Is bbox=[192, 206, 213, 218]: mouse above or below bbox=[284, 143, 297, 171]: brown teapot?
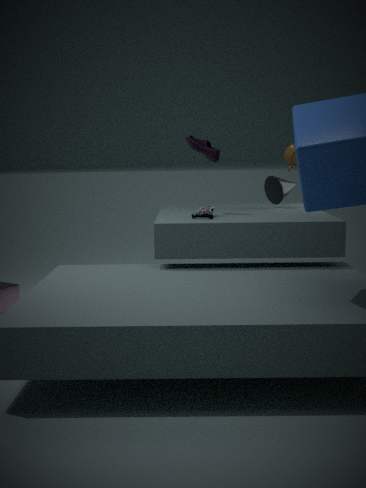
below
